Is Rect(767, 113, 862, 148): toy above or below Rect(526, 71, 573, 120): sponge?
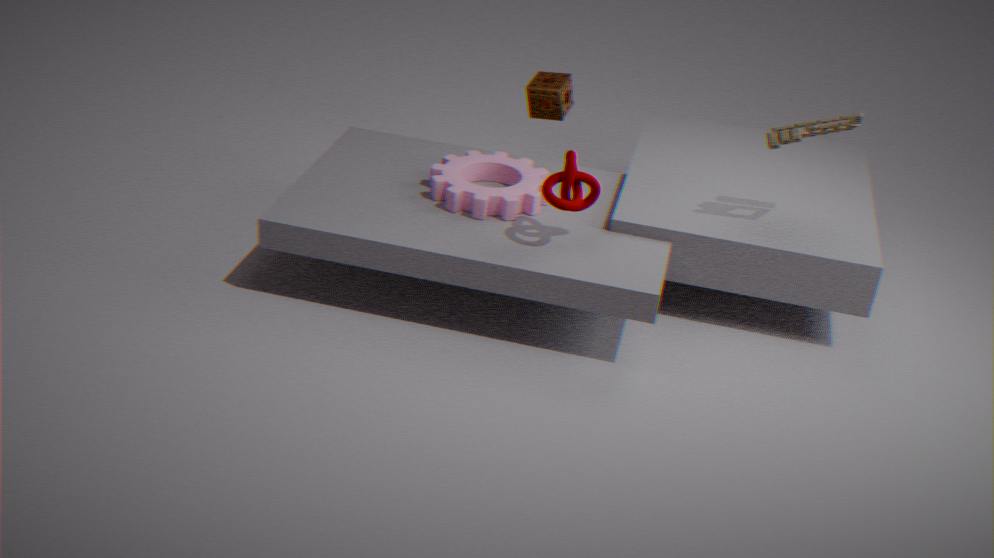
above
